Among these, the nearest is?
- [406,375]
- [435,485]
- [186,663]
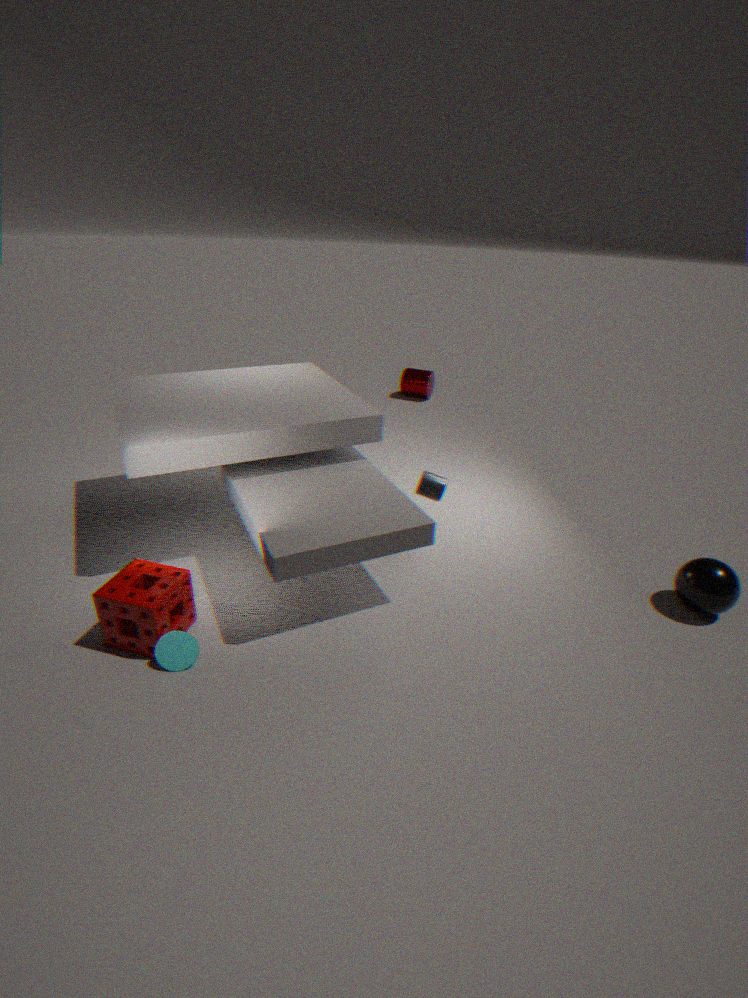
[186,663]
